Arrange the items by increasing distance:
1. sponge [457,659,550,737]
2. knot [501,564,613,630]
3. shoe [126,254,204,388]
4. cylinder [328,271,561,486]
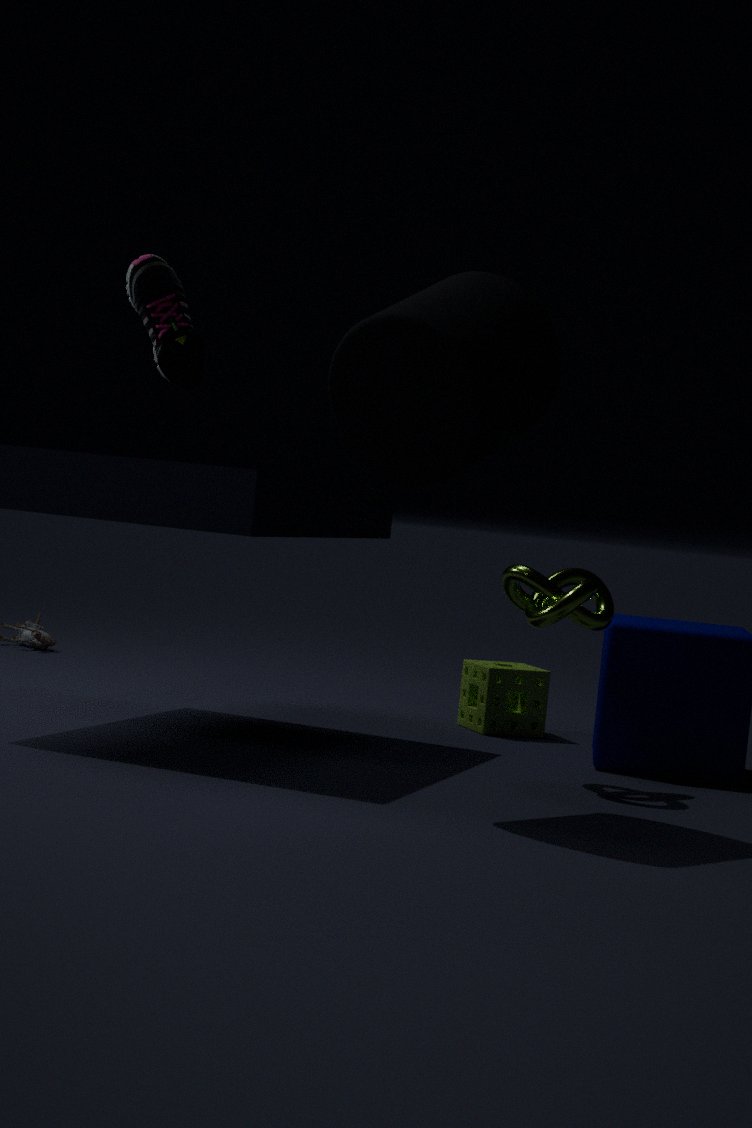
1. cylinder [328,271,561,486]
2. knot [501,564,613,630]
3. shoe [126,254,204,388]
4. sponge [457,659,550,737]
